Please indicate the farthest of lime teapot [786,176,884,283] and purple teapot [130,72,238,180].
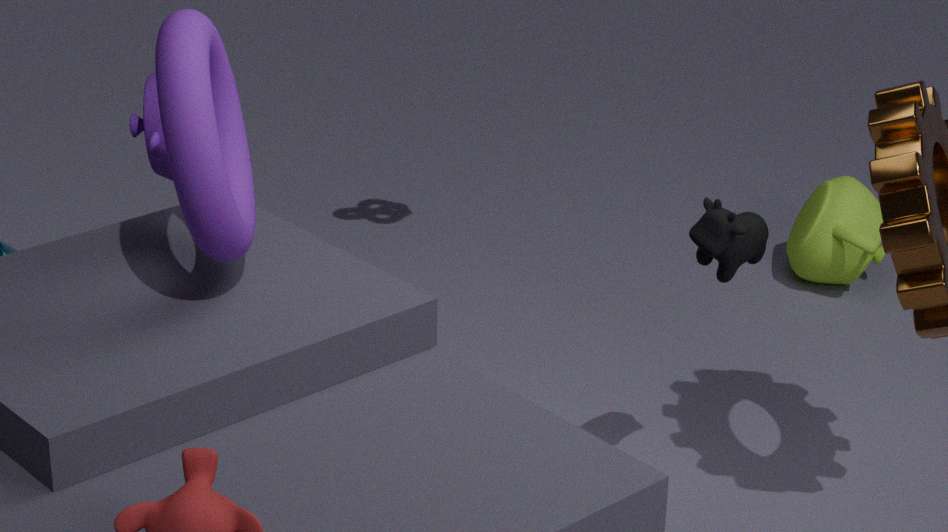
lime teapot [786,176,884,283]
